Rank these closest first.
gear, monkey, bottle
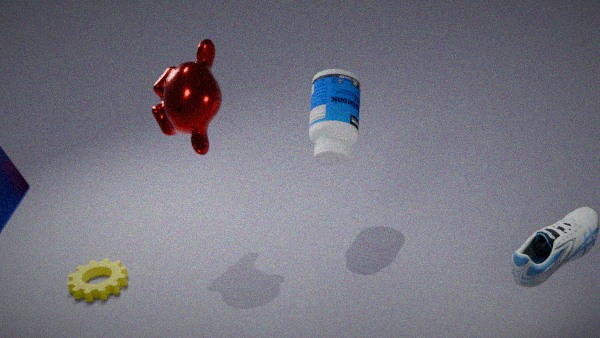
monkey → bottle → gear
